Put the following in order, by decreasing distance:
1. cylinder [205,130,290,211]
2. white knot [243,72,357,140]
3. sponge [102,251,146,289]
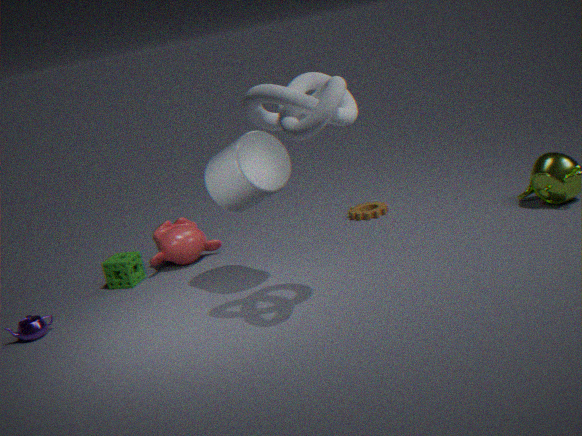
sponge [102,251,146,289]
cylinder [205,130,290,211]
white knot [243,72,357,140]
